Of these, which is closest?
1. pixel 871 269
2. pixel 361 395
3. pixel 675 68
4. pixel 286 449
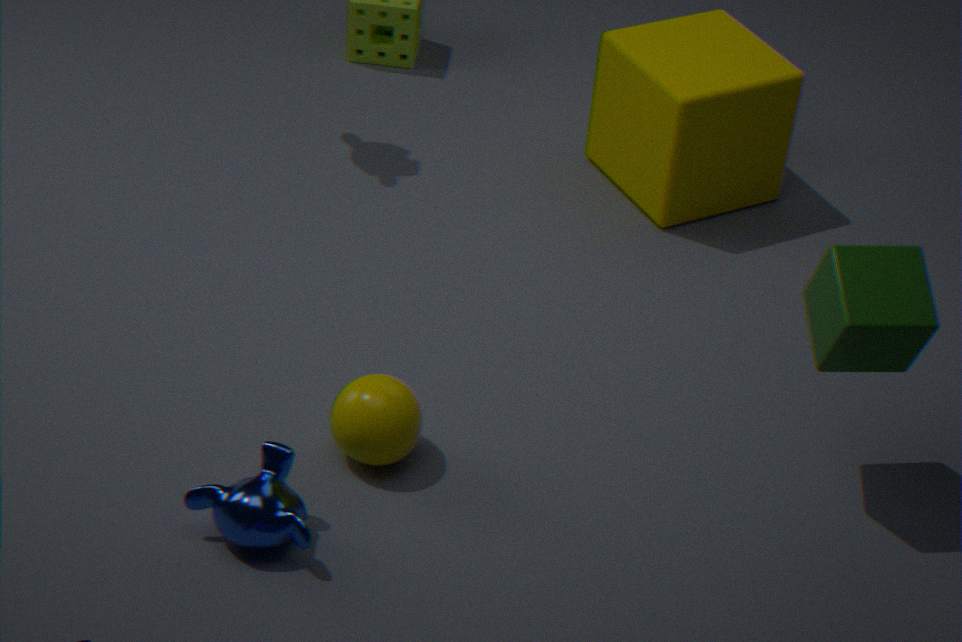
pixel 871 269
